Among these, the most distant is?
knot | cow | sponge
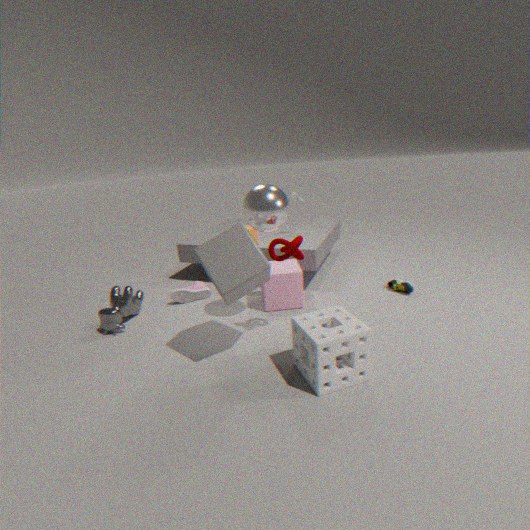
cow
